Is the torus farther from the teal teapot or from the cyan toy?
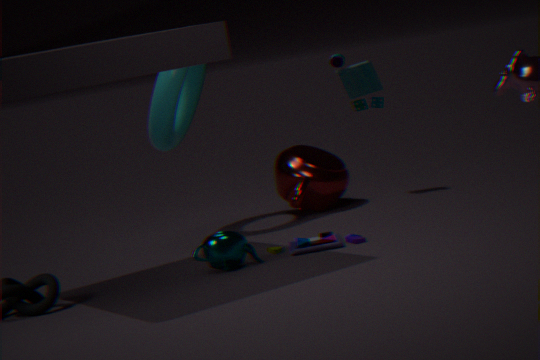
the teal teapot
